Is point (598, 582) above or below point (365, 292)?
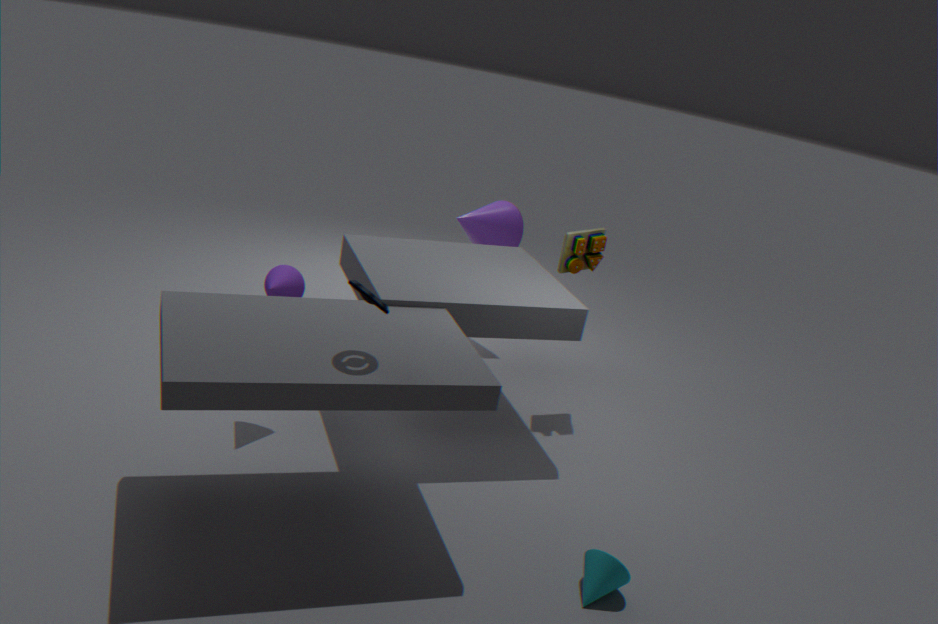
below
